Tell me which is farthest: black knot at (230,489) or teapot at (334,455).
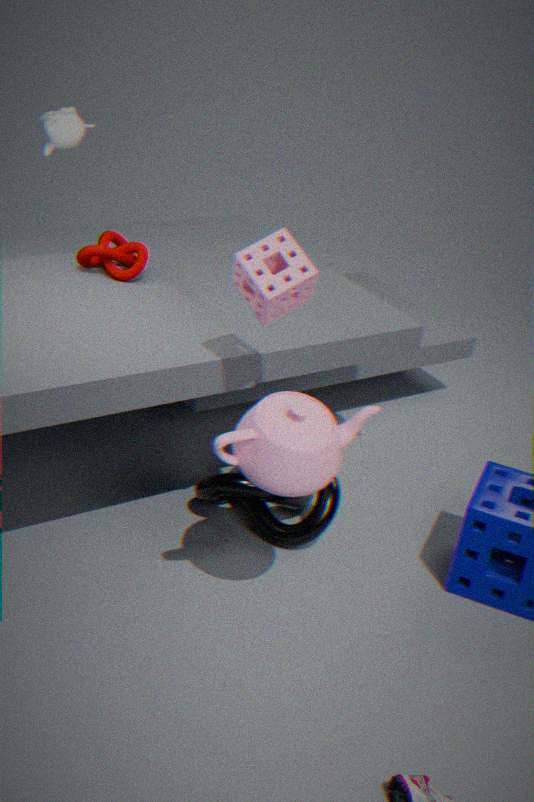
black knot at (230,489)
